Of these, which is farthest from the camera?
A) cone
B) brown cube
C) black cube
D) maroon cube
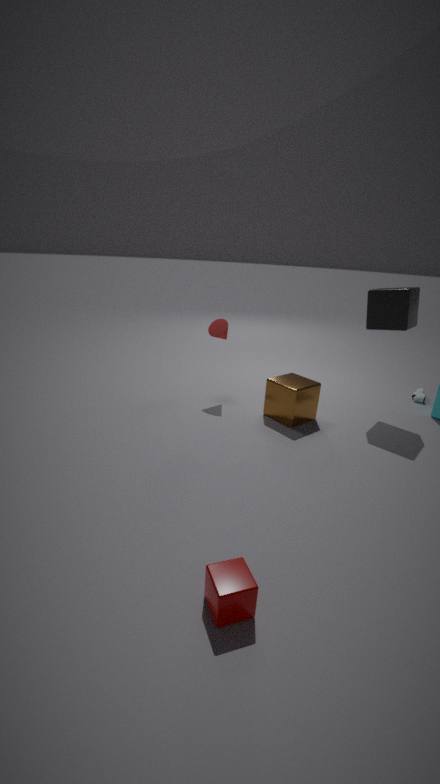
cone
